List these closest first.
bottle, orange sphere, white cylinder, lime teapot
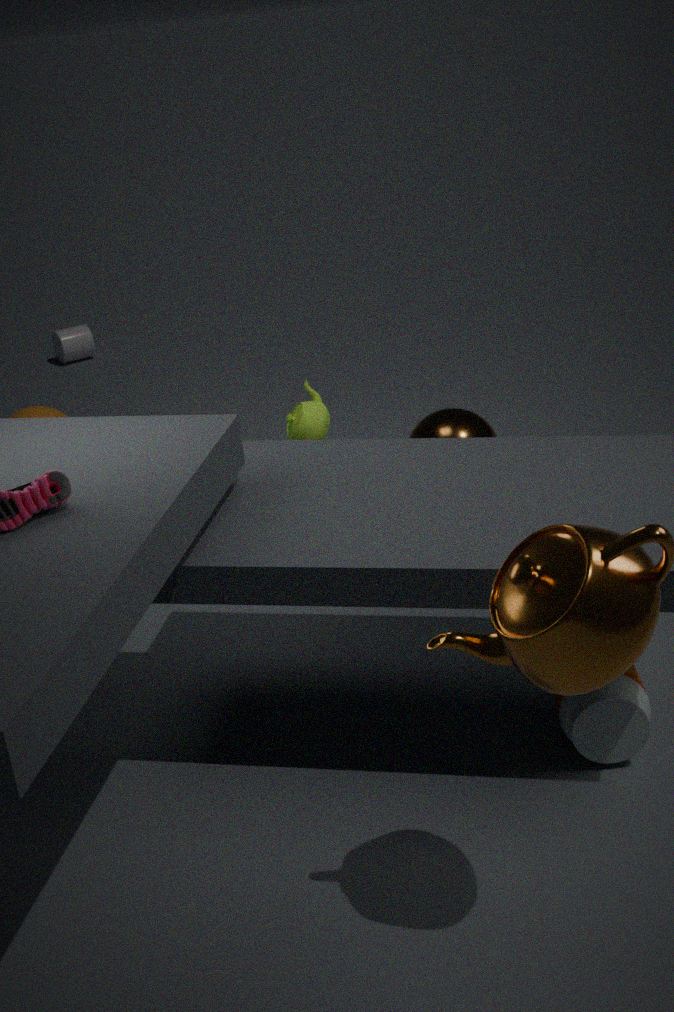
bottle → lime teapot → orange sphere → white cylinder
